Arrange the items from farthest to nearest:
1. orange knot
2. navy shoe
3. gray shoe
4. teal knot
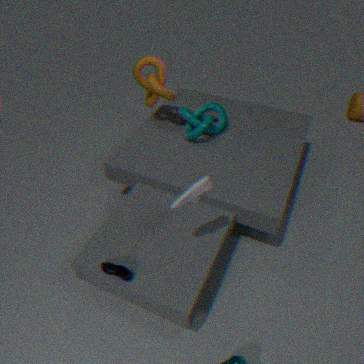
teal knot → orange knot → navy shoe → gray shoe
